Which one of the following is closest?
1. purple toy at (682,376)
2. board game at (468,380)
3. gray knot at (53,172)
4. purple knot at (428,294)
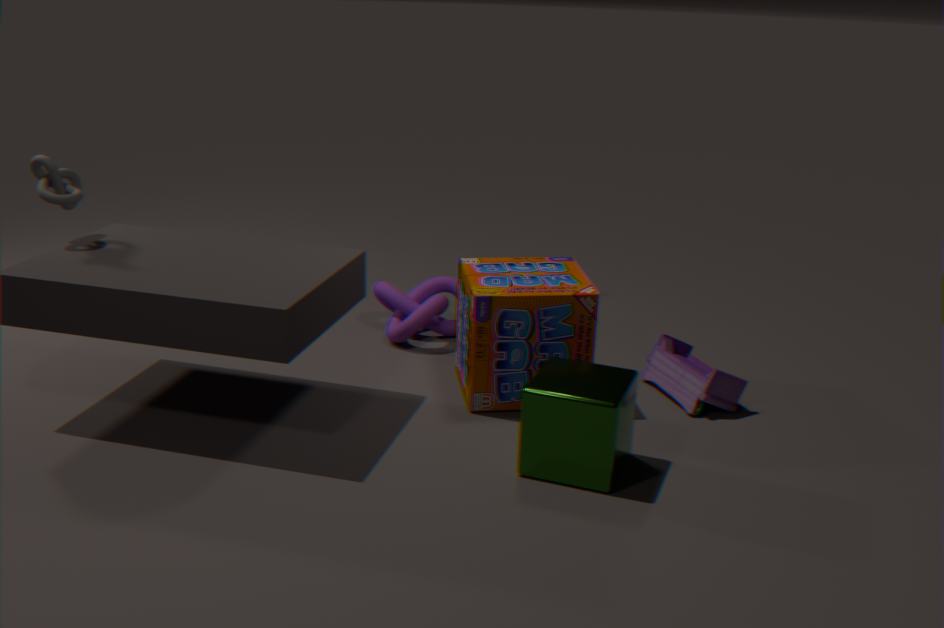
gray knot at (53,172)
